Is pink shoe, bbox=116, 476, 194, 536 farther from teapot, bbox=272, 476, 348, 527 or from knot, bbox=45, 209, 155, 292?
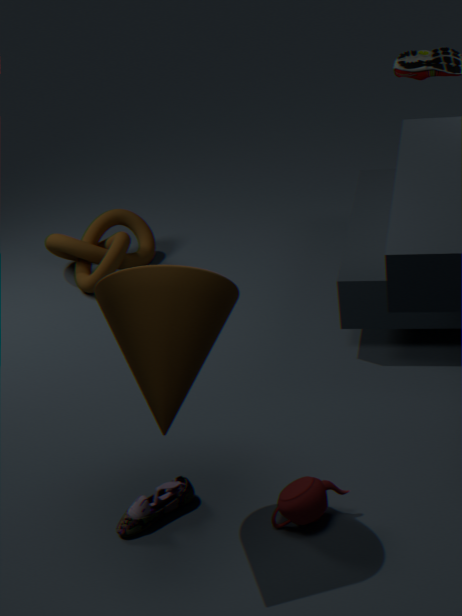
knot, bbox=45, 209, 155, 292
